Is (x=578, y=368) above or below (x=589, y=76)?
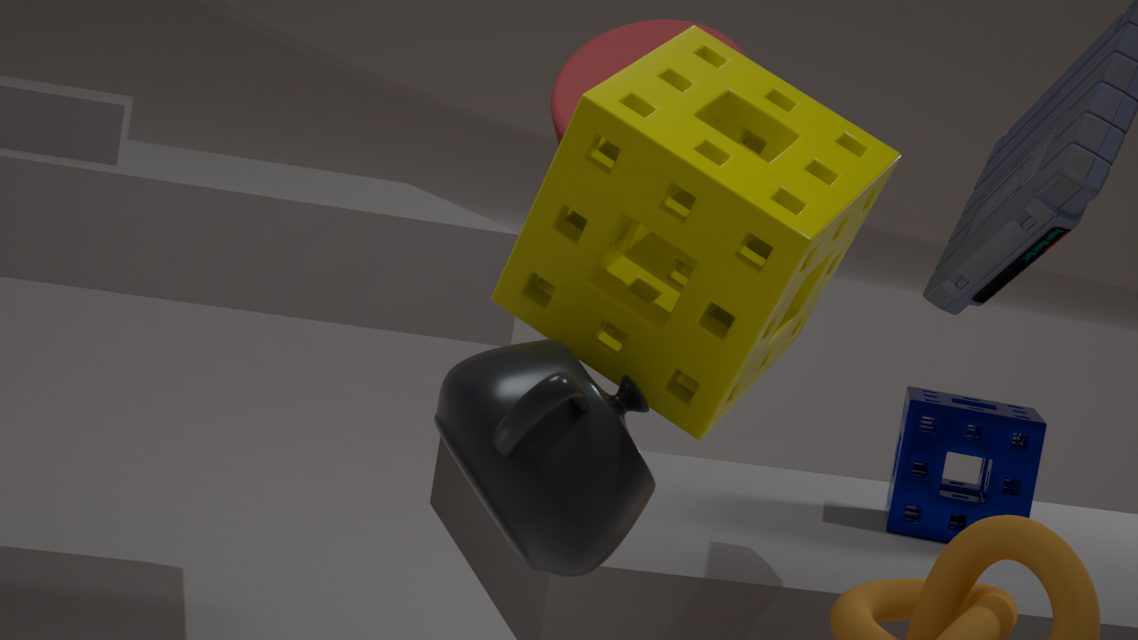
below
